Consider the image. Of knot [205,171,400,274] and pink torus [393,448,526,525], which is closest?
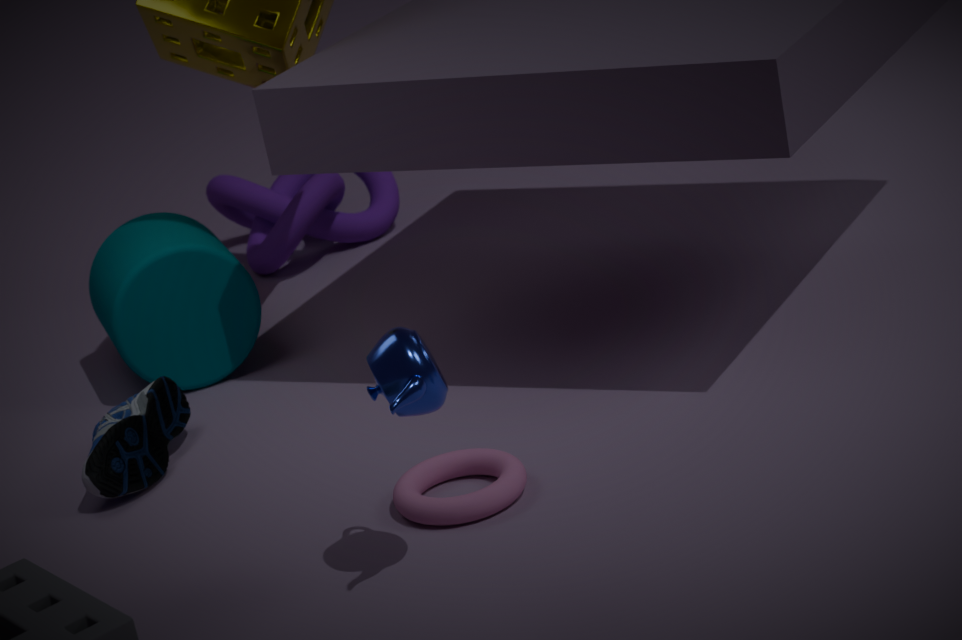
pink torus [393,448,526,525]
